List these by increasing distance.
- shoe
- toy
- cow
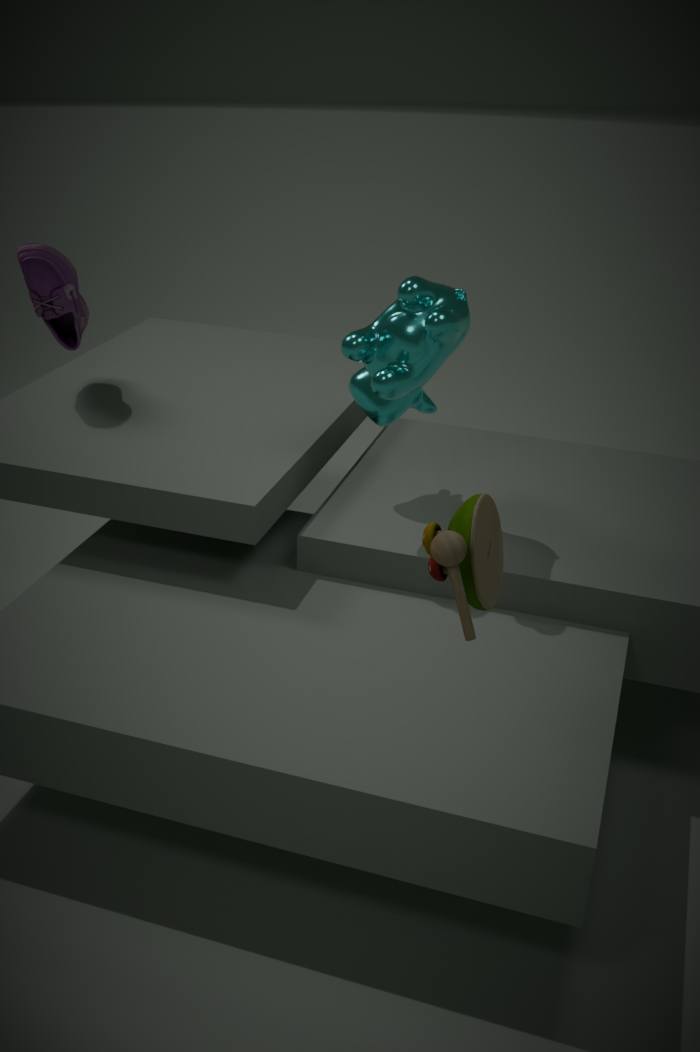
1. toy
2. cow
3. shoe
